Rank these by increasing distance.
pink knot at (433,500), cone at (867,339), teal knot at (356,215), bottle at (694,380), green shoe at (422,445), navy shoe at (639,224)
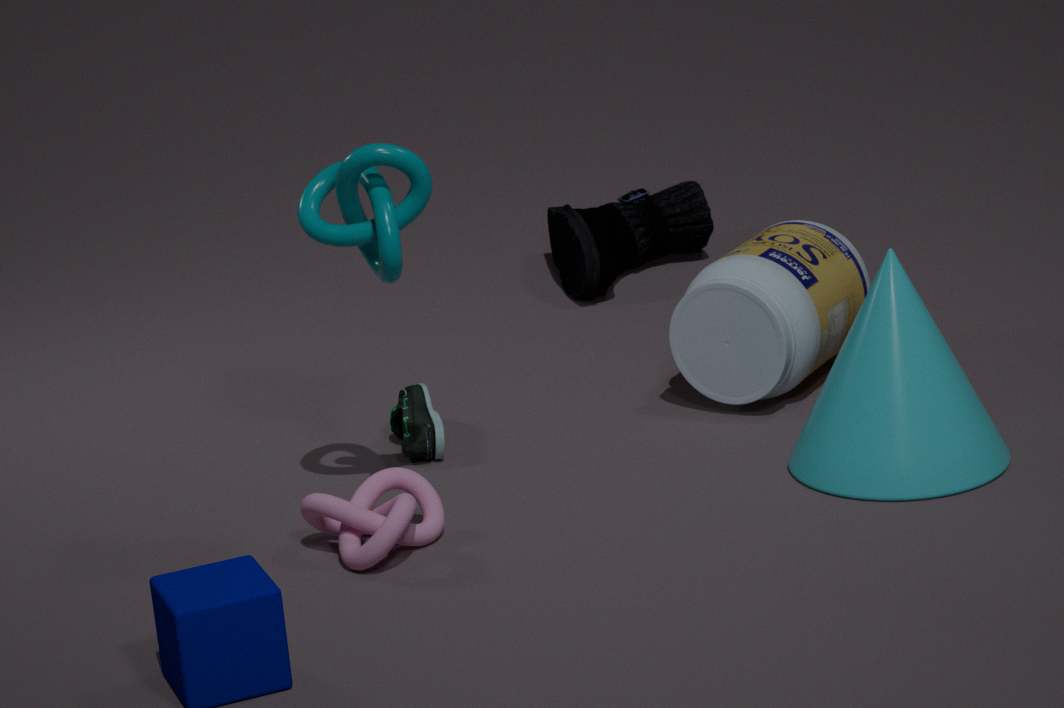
pink knot at (433,500), teal knot at (356,215), cone at (867,339), green shoe at (422,445), bottle at (694,380), navy shoe at (639,224)
